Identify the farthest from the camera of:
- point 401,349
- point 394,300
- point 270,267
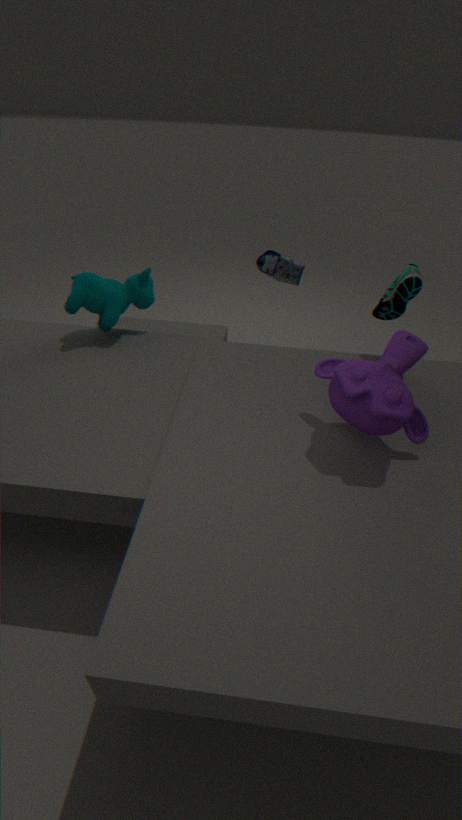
point 270,267
